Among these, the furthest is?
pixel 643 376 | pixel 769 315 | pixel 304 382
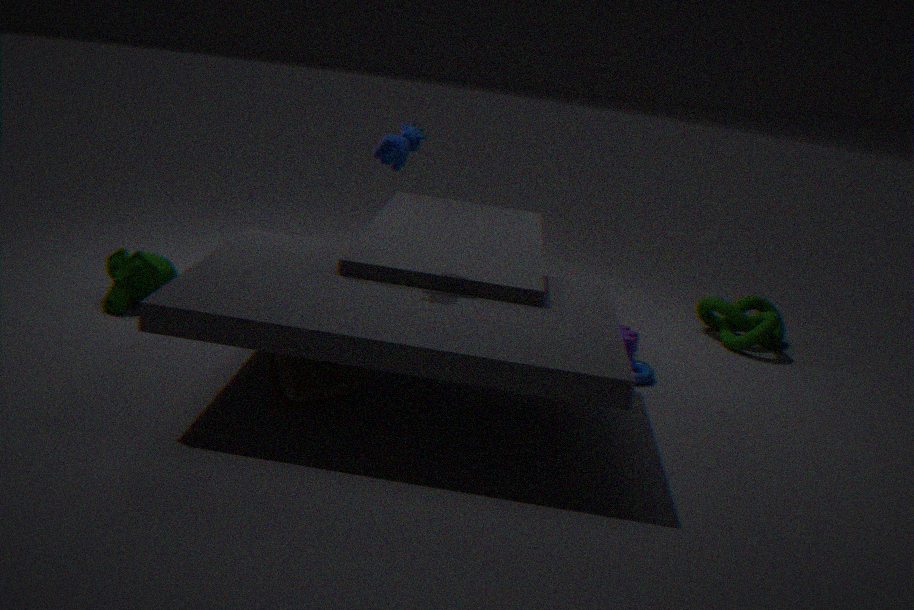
pixel 769 315
